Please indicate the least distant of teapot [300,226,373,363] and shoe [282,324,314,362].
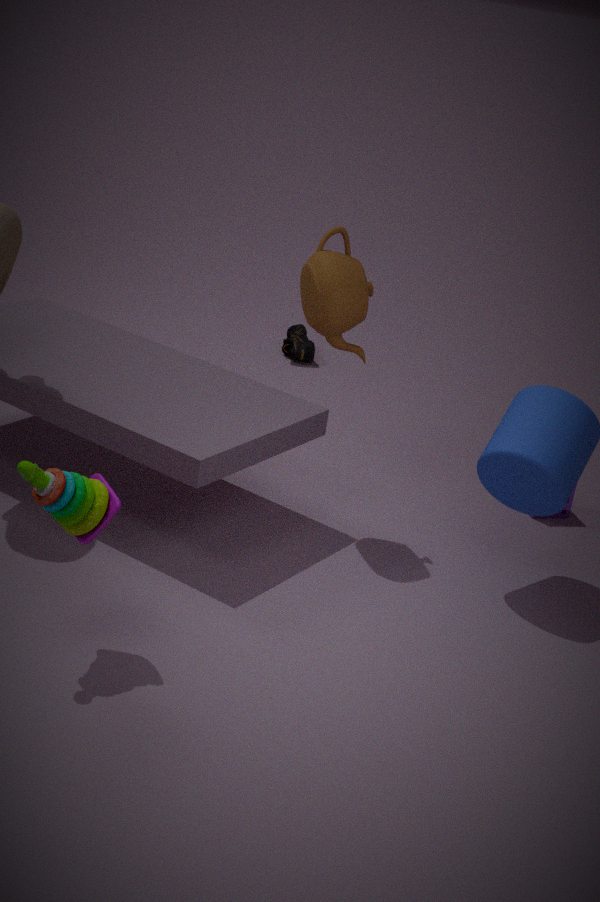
teapot [300,226,373,363]
